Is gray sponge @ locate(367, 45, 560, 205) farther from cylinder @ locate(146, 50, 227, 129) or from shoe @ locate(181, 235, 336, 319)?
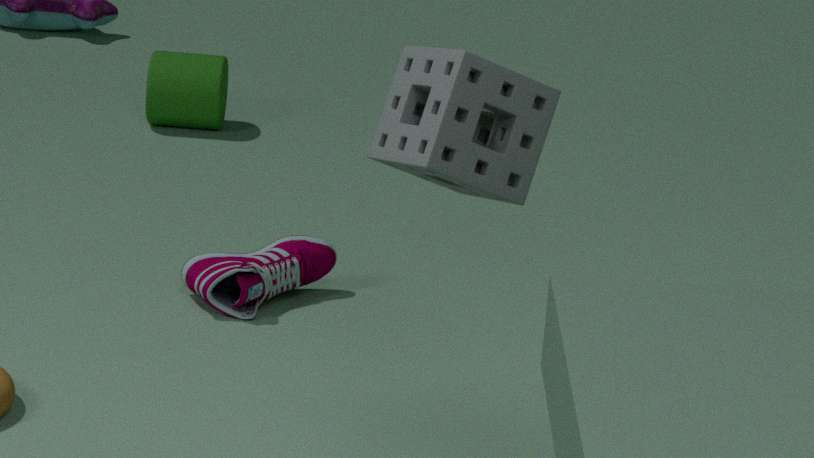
cylinder @ locate(146, 50, 227, 129)
